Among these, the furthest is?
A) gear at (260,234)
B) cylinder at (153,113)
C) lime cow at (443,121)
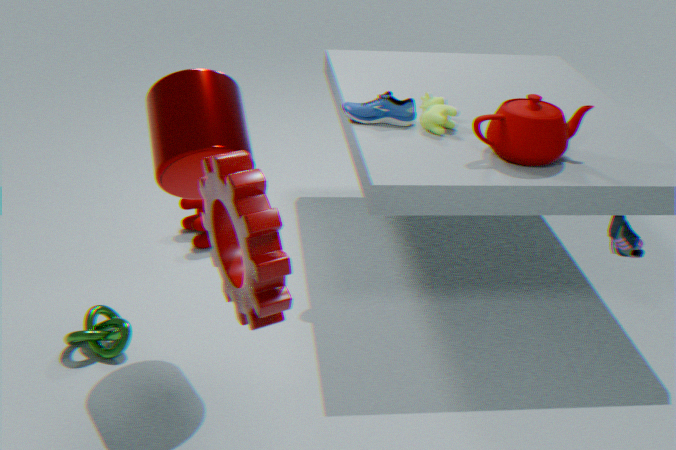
lime cow at (443,121)
